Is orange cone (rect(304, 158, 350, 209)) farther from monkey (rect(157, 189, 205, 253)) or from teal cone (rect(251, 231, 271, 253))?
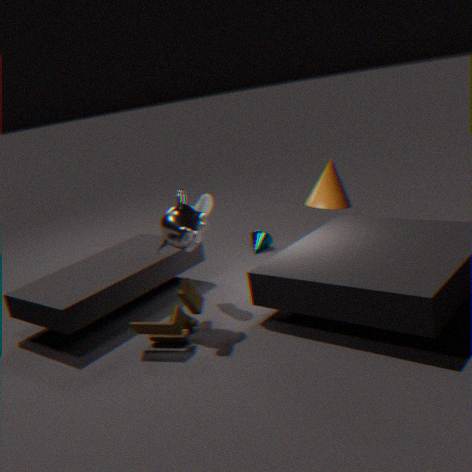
monkey (rect(157, 189, 205, 253))
